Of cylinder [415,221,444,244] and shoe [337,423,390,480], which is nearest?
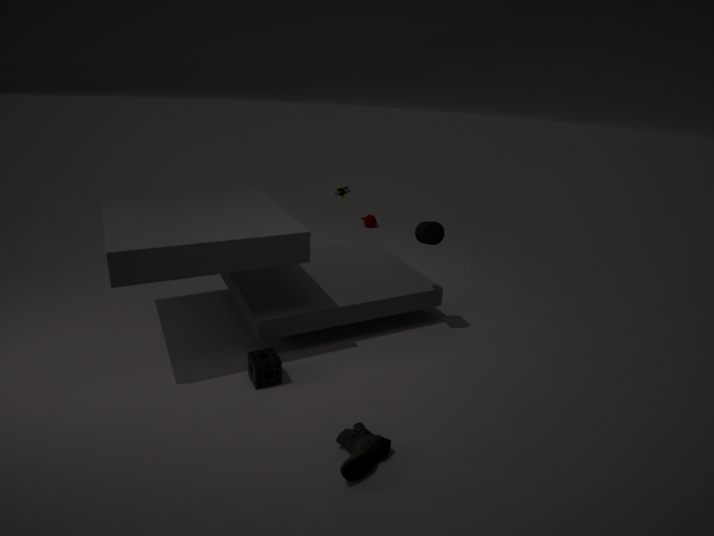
shoe [337,423,390,480]
